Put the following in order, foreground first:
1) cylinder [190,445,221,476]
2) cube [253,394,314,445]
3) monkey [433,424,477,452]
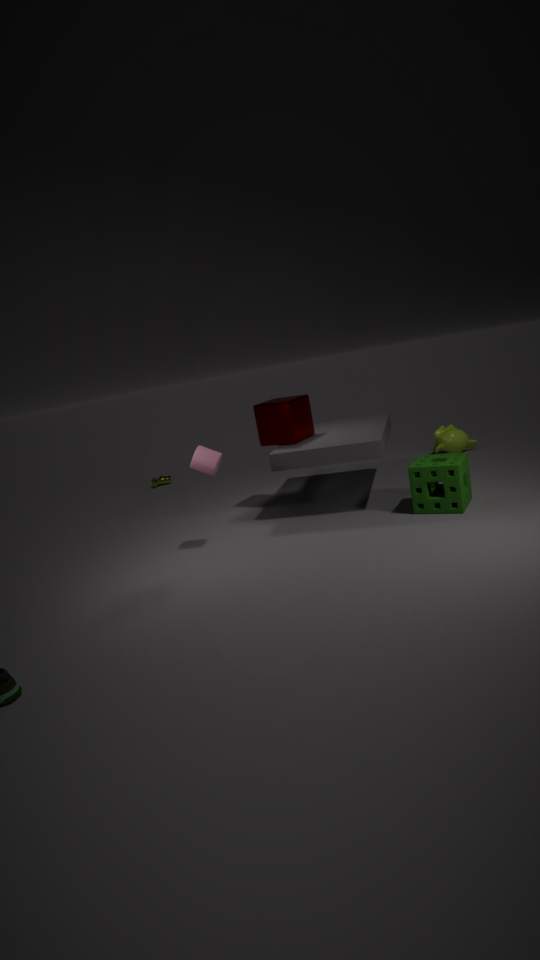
1. cylinder [190,445,221,476], 2. cube [253,394,314,445], 3. monkey [433,424,477,452]
